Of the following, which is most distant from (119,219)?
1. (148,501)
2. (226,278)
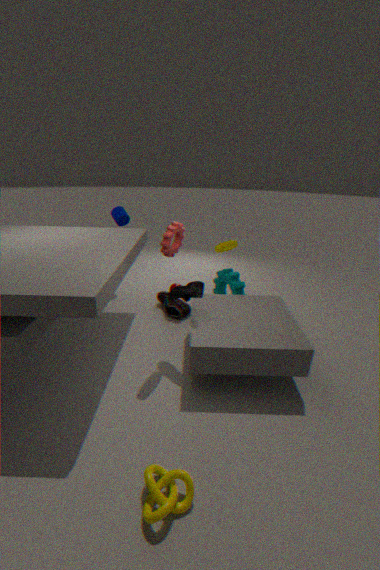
→ (148,501)
